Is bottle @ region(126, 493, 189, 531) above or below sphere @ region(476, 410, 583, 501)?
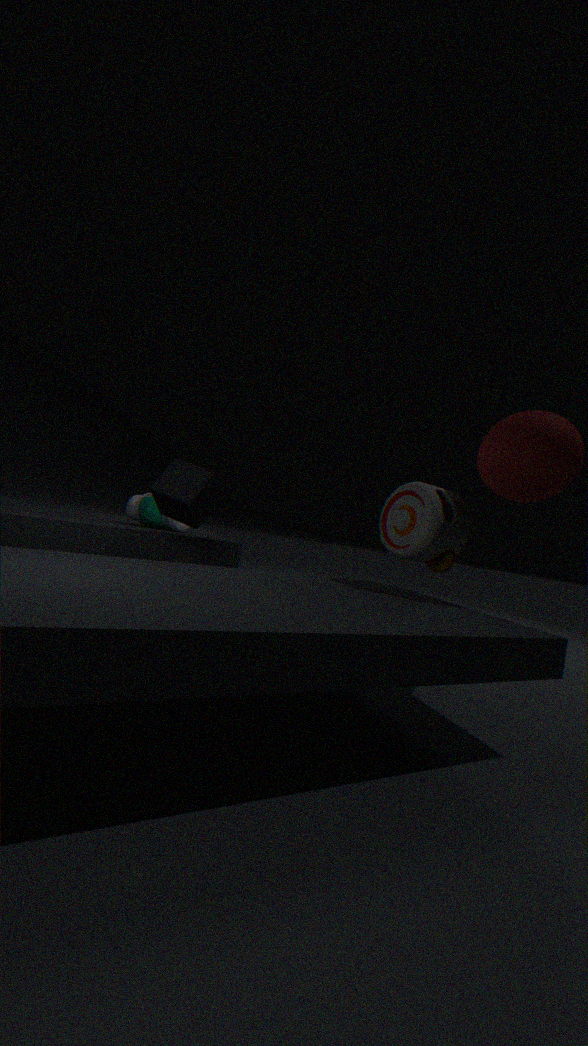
below
